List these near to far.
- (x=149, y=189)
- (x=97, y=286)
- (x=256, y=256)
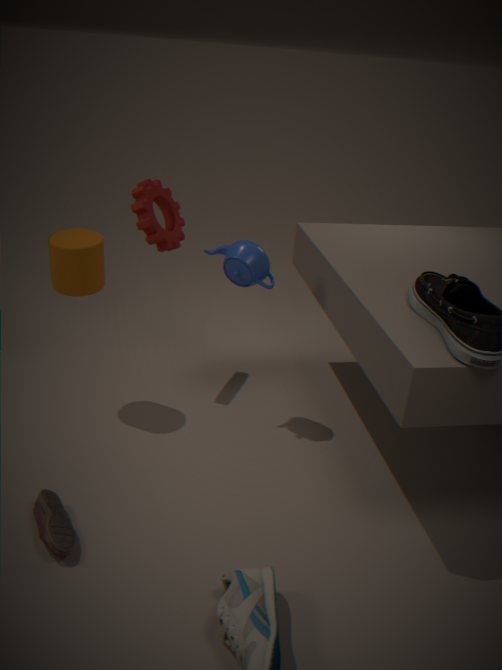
(x=256, y=256) → (x=97, y=286) → (x=149, y=189)
